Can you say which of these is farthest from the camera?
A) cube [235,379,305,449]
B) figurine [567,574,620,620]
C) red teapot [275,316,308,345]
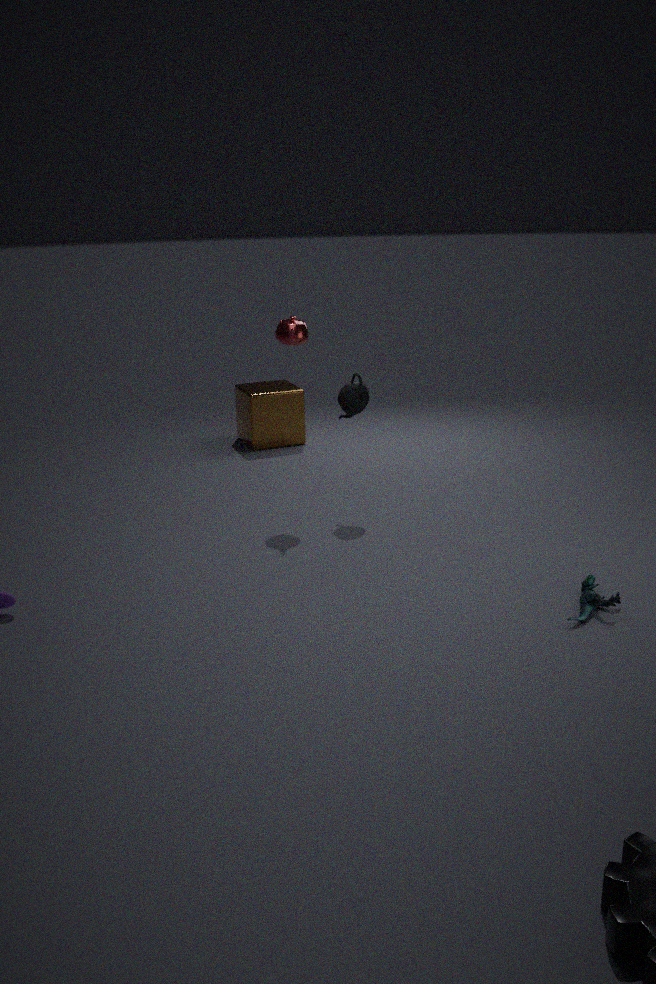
cube [235,379,305,449]
